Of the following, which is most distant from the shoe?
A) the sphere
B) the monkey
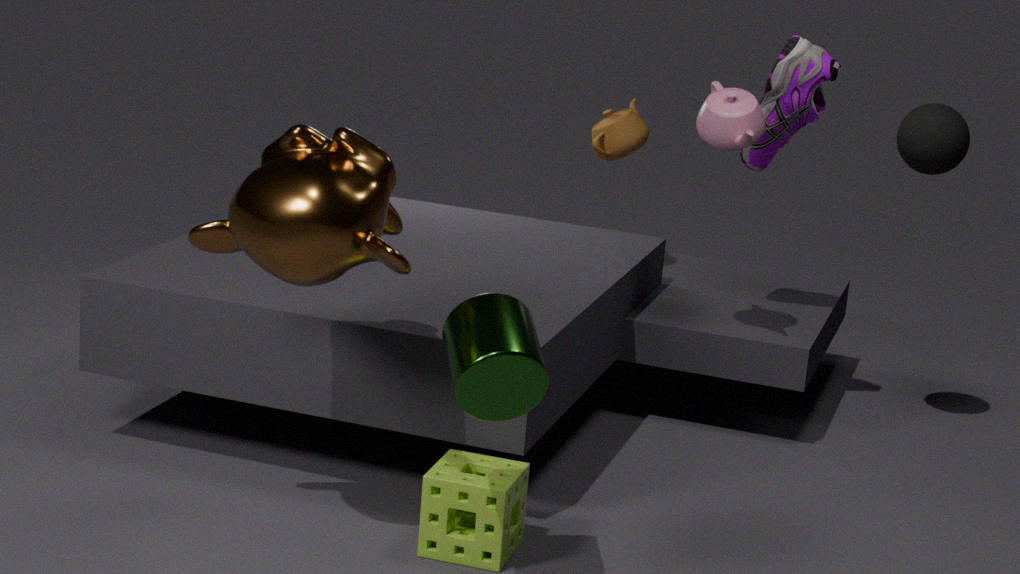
the monkey
